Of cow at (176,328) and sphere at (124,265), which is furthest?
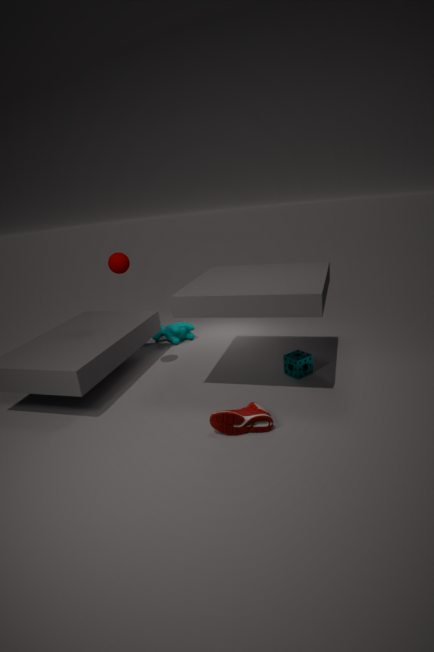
cow at (176,328)
